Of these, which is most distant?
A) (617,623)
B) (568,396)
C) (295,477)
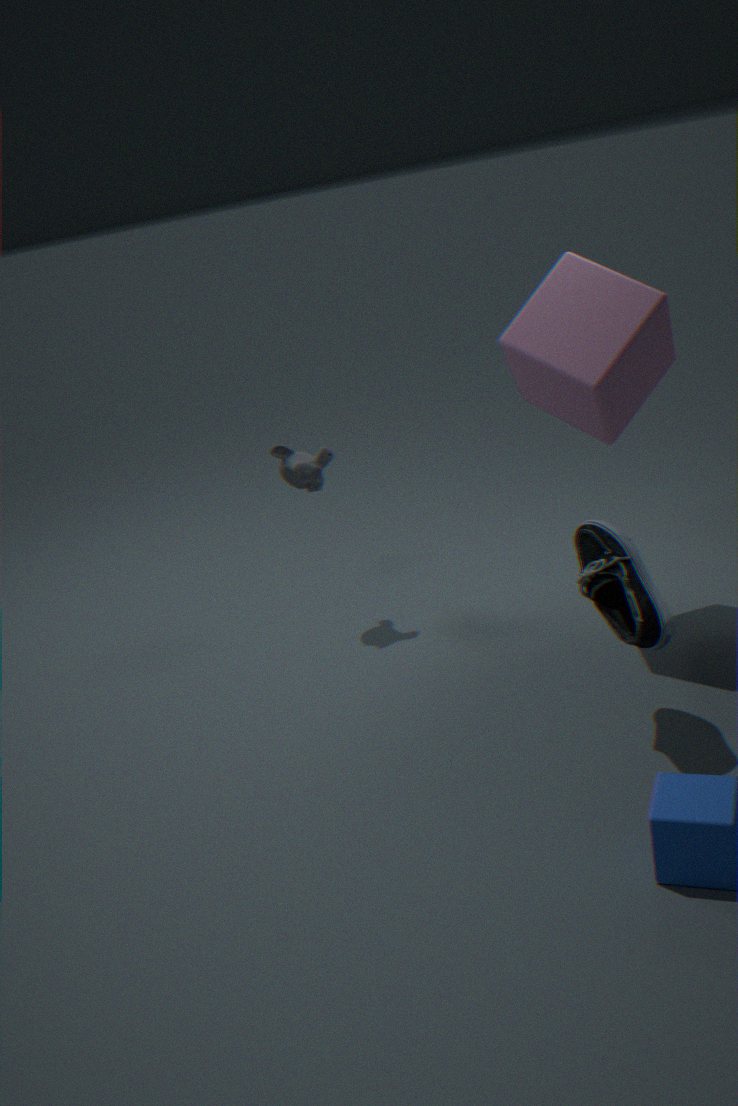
(295,477)
